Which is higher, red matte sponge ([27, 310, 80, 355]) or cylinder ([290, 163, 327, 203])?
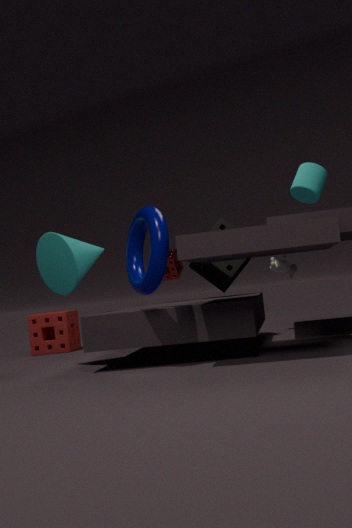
cylinder ([290, 163, 327, 203])
